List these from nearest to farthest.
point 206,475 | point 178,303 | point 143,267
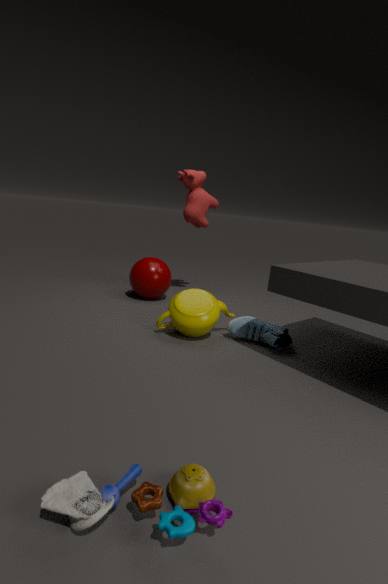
point 206,475
point 178,303
point 143,267
